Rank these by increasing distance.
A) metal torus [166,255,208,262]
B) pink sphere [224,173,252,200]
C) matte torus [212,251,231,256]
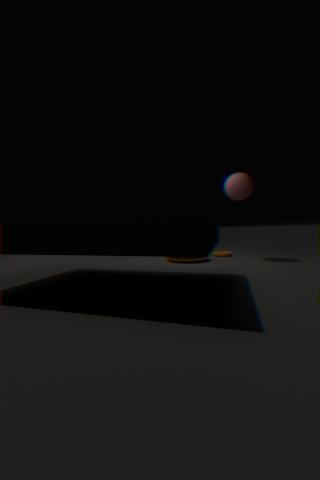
metal torus [166,255,208,262] → pink sphere [224,173,252,200] → matte torus [212,251,231,256]
